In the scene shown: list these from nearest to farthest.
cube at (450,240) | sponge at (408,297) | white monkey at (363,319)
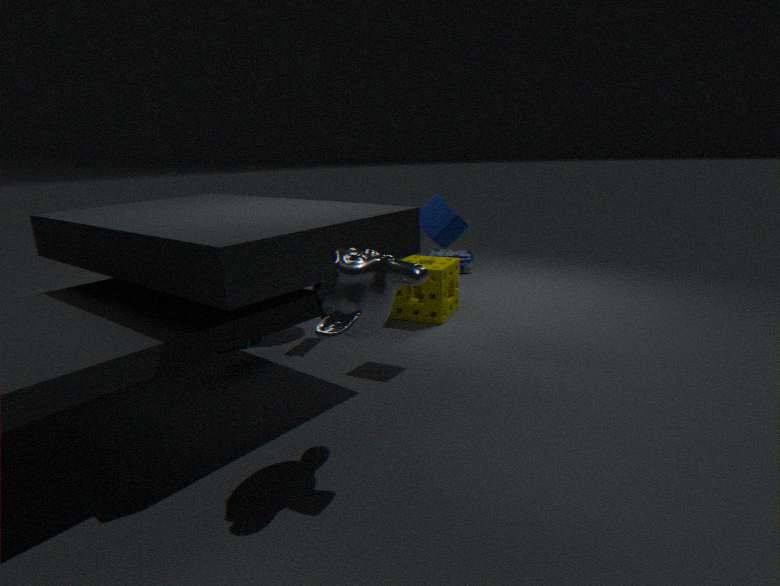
white monkey at (363,319)
cube at (450,240)
sponge at (408,297)
